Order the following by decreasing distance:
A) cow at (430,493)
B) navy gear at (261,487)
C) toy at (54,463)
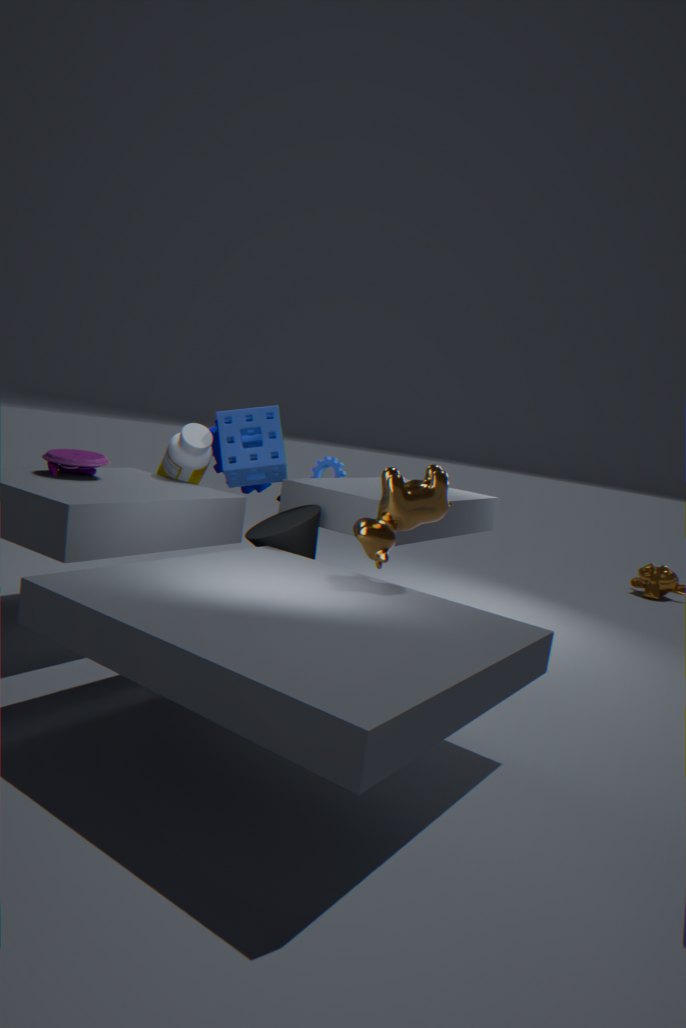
navy gear at (261,487) → toy at (54,463) → cow at (430,493)
